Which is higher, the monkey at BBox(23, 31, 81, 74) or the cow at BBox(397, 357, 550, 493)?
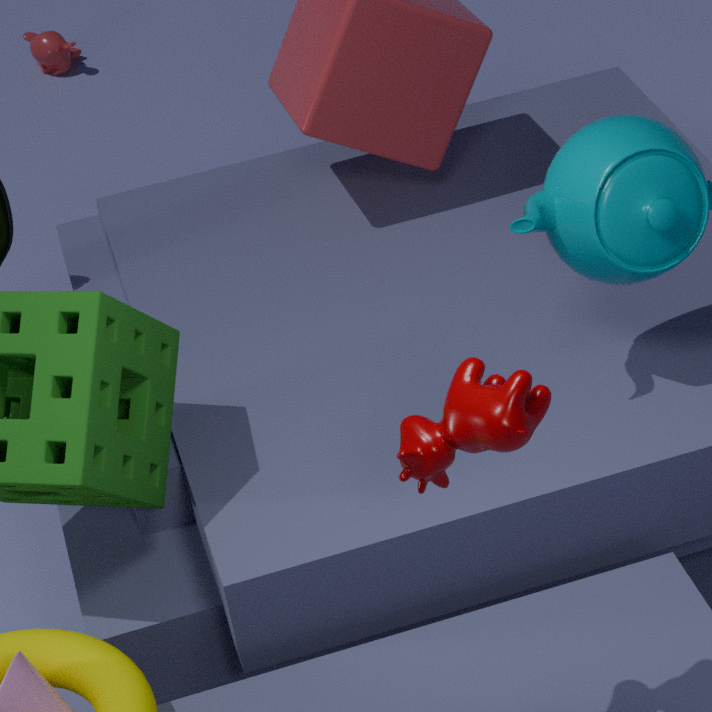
the cow at BBox(397, 357, 550, 493)
